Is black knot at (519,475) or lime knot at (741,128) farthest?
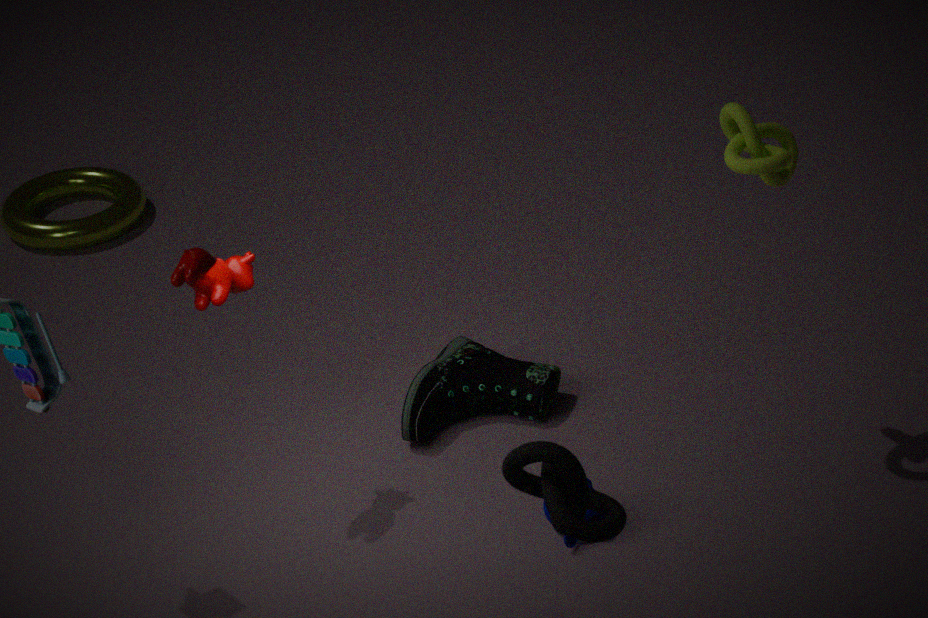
lime knot at (741,128)
